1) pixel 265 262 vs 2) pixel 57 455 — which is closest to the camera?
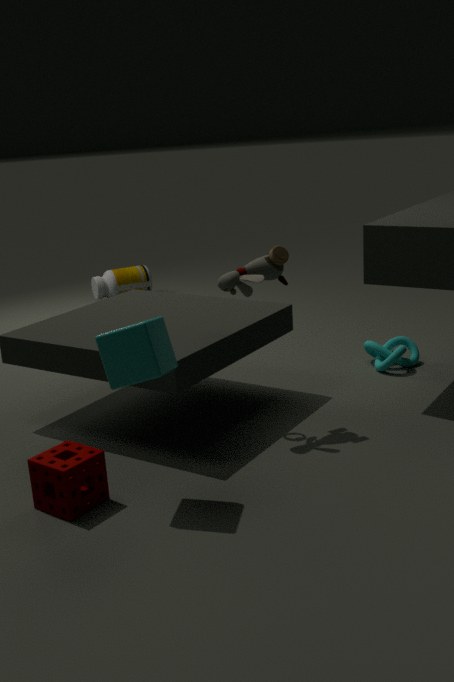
2. pixel 57 455
